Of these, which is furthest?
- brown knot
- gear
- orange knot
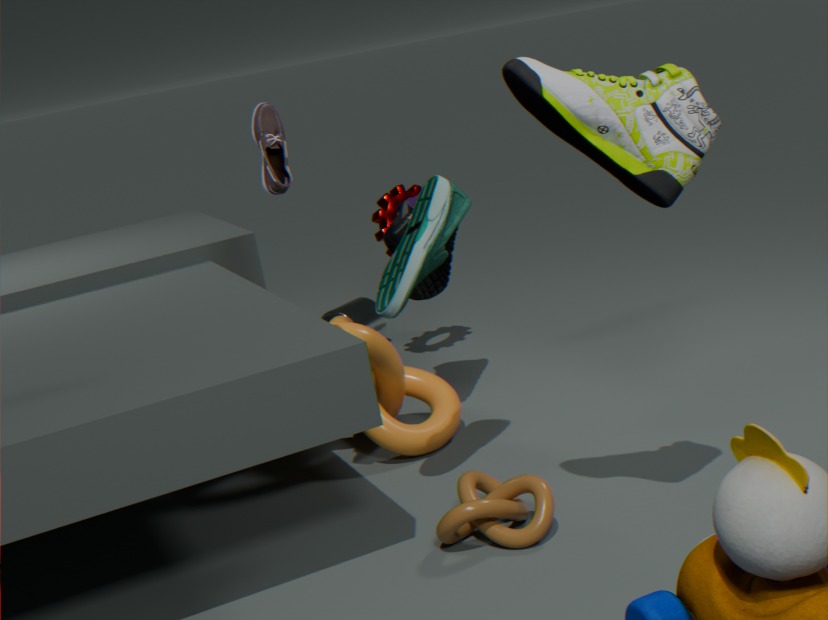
gear
